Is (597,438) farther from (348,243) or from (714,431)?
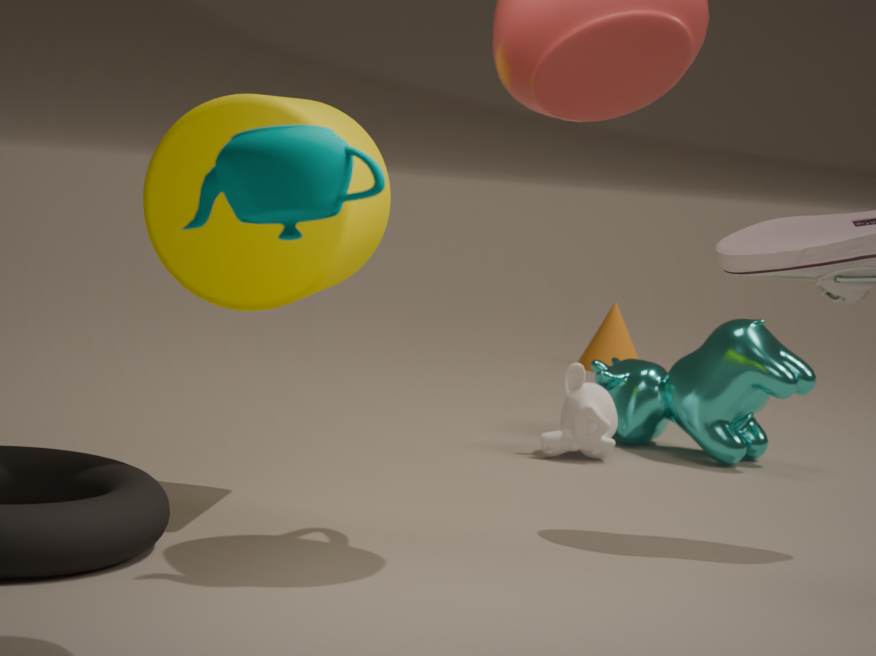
(348,243)
